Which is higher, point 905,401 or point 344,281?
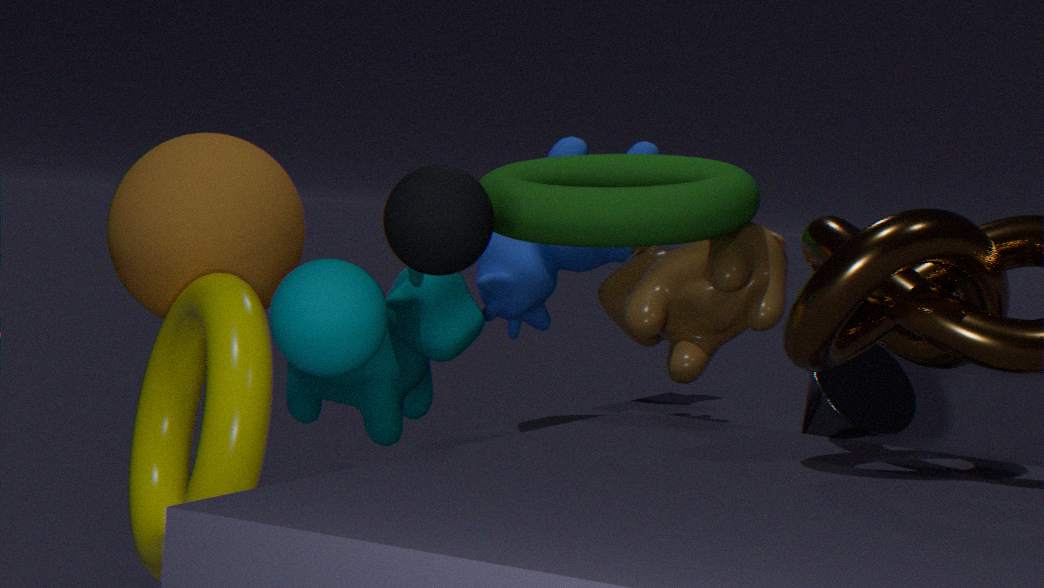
point 344,281
